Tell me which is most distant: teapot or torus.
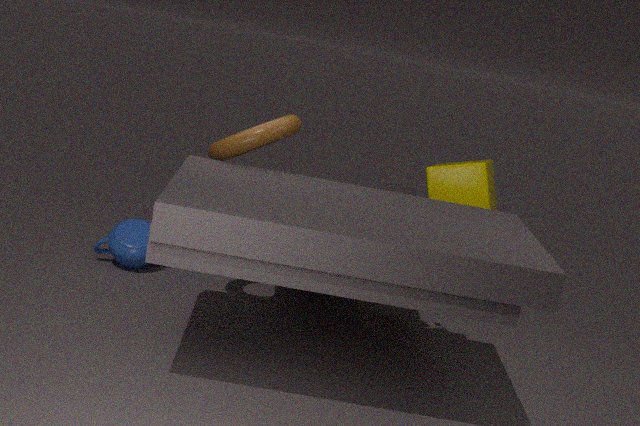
teapot
